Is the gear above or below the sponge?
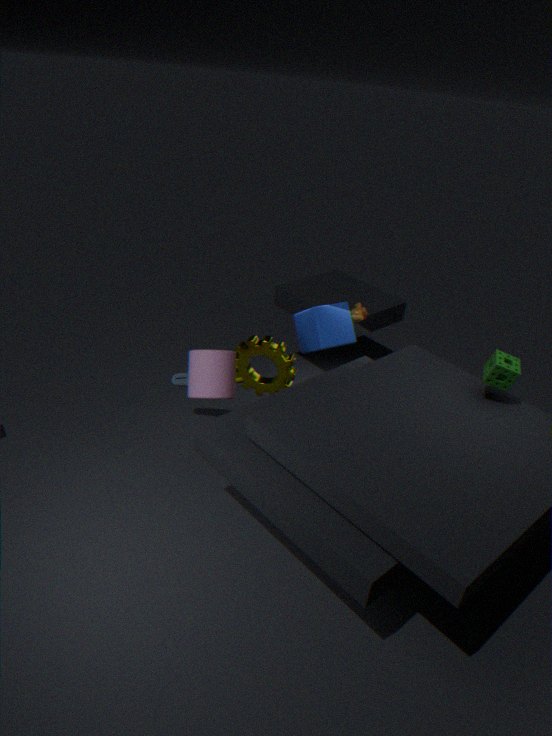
below
